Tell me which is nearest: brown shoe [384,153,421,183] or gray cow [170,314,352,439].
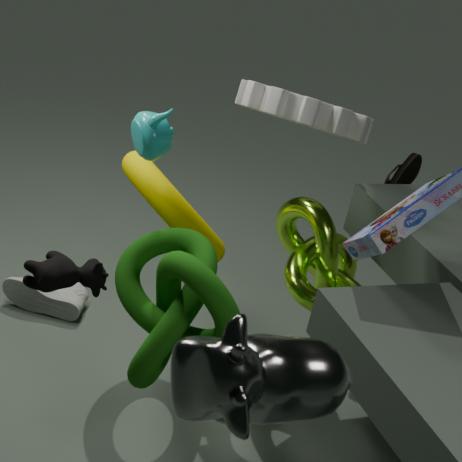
gray cow [170,314,352,439]
